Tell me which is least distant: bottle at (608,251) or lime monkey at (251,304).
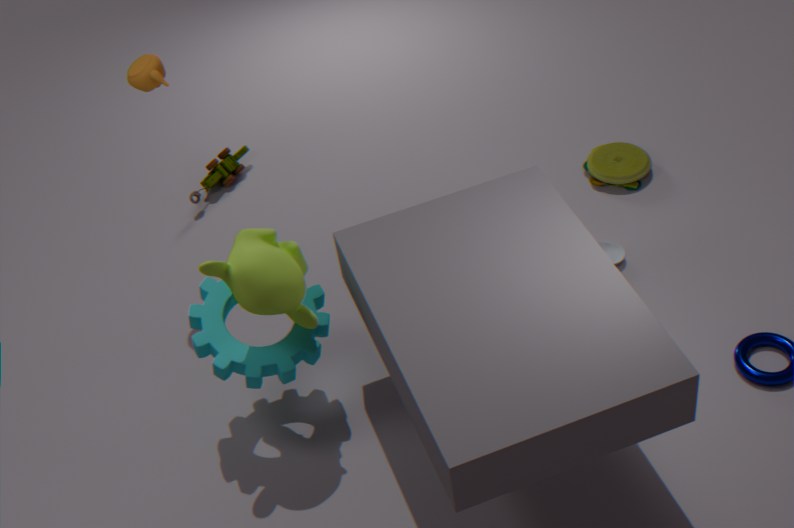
lime monkey at (251,304)
